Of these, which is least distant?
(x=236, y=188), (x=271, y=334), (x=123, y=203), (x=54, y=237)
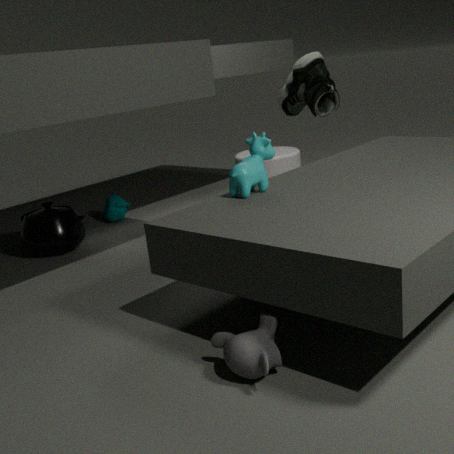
(x=271, y=334)
